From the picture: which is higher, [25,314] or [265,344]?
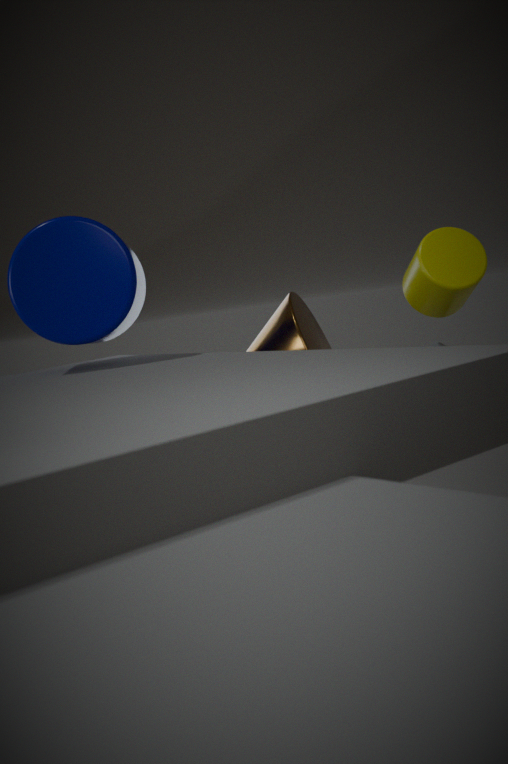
[25,314]
